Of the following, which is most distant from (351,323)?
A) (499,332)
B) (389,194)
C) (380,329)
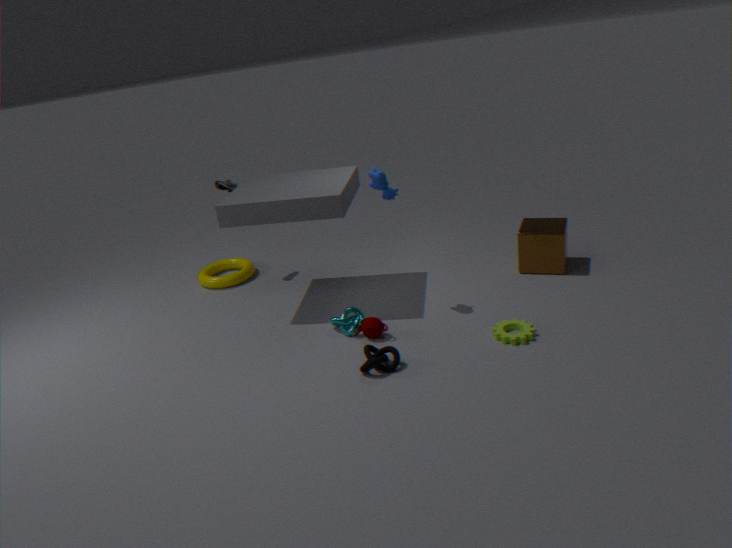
(499,332)
